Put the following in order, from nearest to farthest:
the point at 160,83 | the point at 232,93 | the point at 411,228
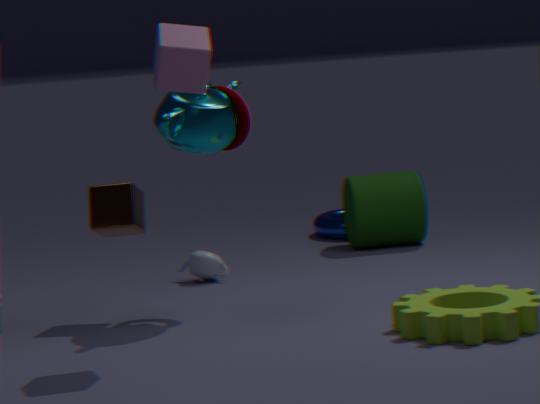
the point at 160,83, the point at 232,93, the point at 411,228
